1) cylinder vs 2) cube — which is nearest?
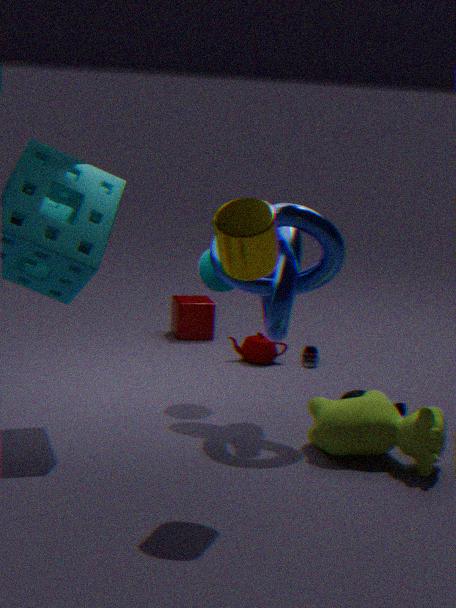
1. cylinder
